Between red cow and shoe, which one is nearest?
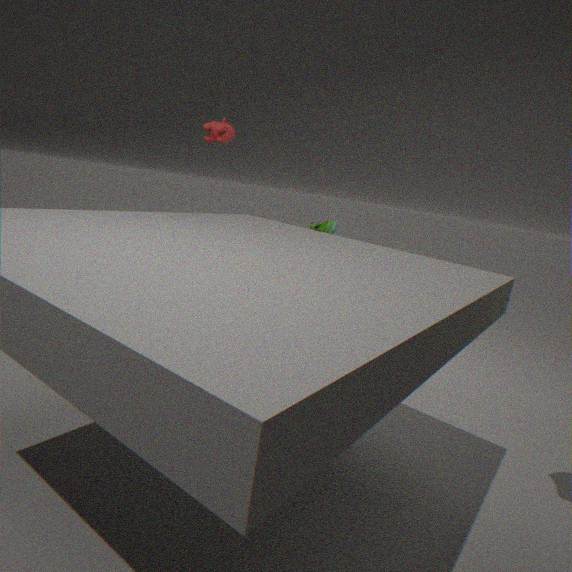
shoe
